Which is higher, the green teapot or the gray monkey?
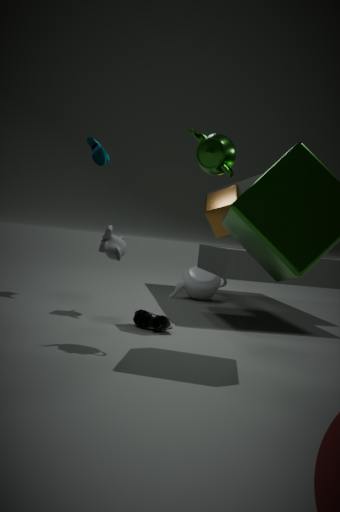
the green teapot
